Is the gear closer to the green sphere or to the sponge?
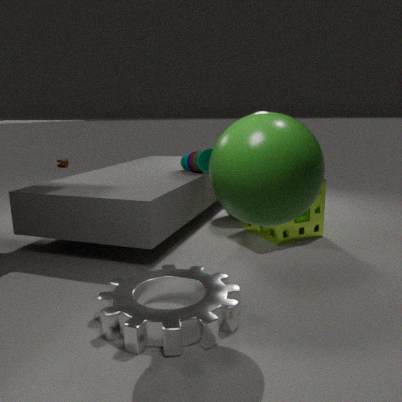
the green sphere
